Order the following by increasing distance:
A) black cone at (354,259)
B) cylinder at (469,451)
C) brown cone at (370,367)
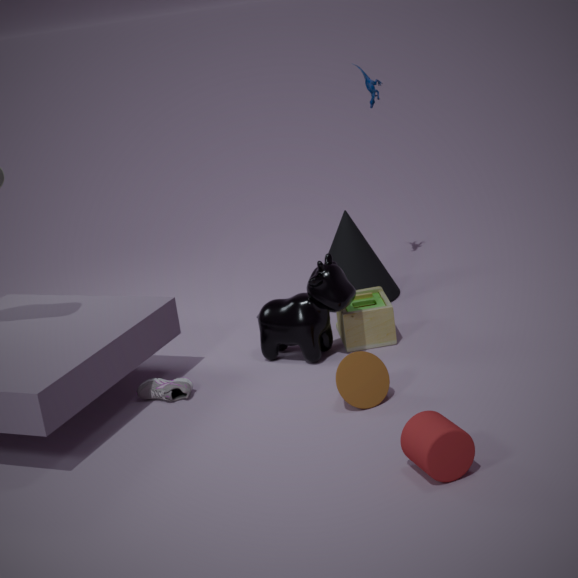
cylinder at (469,451) → brown cone at (370,367) → black cone at (354,259)
